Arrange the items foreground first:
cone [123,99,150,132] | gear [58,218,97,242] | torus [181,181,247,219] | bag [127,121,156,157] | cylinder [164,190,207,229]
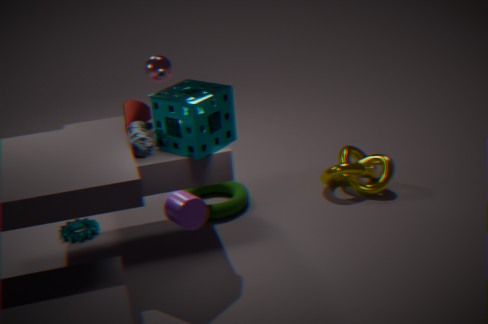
cylinder [164,190,207,229]
bag [127,121,156,157]
cone [123,99,150,132]
gear [58,218,97,242]
torus [181,181,247,219]
